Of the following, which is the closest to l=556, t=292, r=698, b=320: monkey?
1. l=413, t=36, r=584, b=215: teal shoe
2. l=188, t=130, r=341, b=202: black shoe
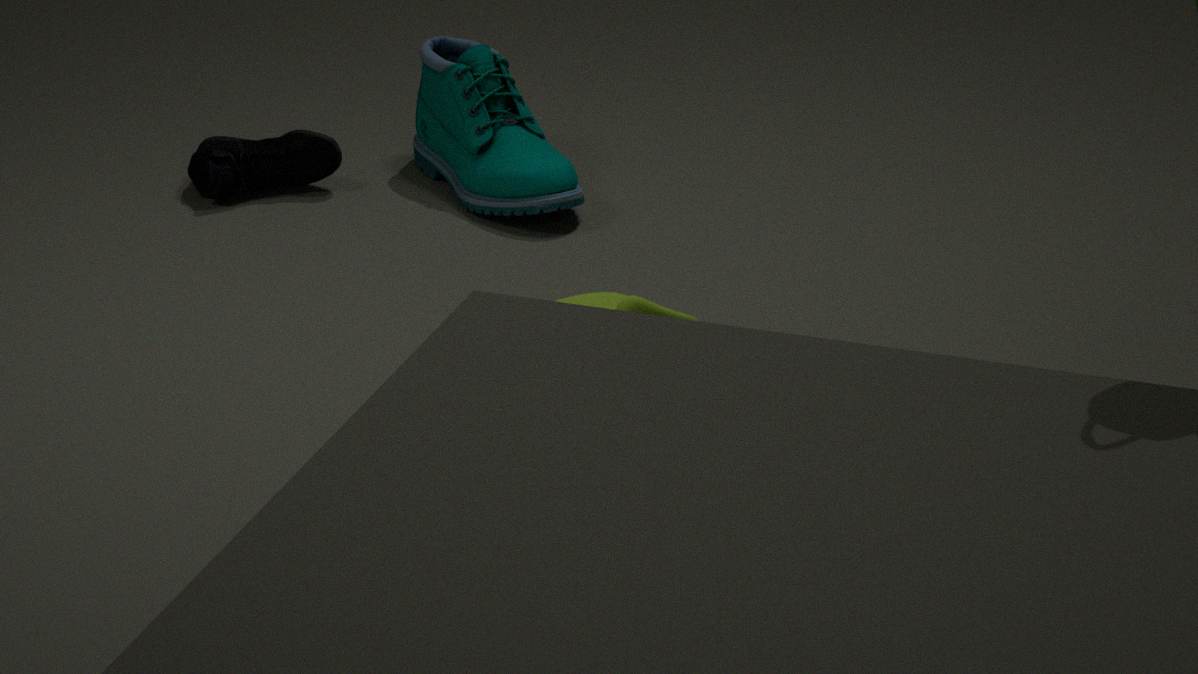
l=413, t=36, r=584, b=215: teal shoe
